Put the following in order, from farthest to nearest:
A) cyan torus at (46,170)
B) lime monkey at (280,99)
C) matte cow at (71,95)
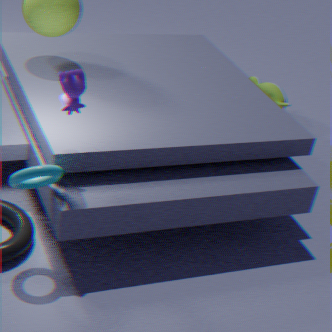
lime monkey at (280,99) → matte cow at (71,95) → cyan torus at (46,170)
